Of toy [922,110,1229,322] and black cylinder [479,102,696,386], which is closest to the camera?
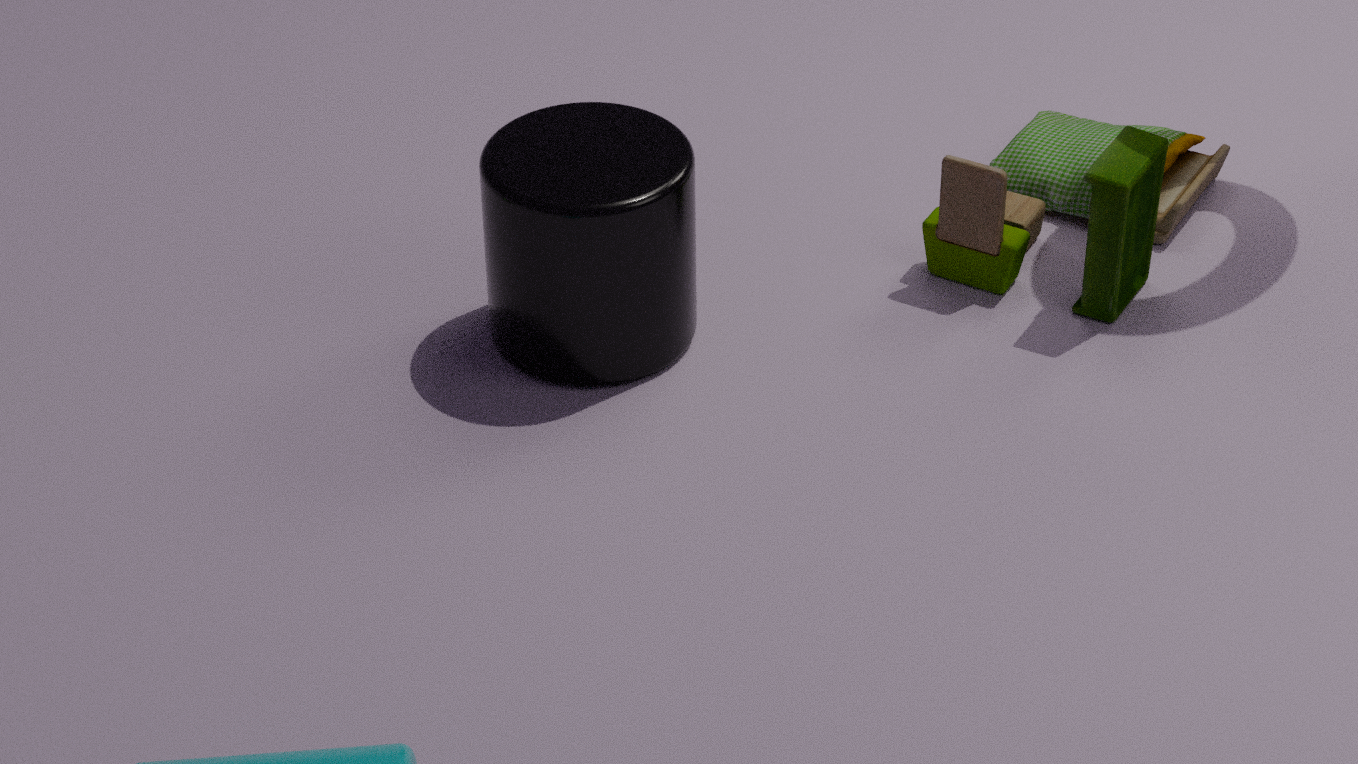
black cylinder [479,102,696,386]
